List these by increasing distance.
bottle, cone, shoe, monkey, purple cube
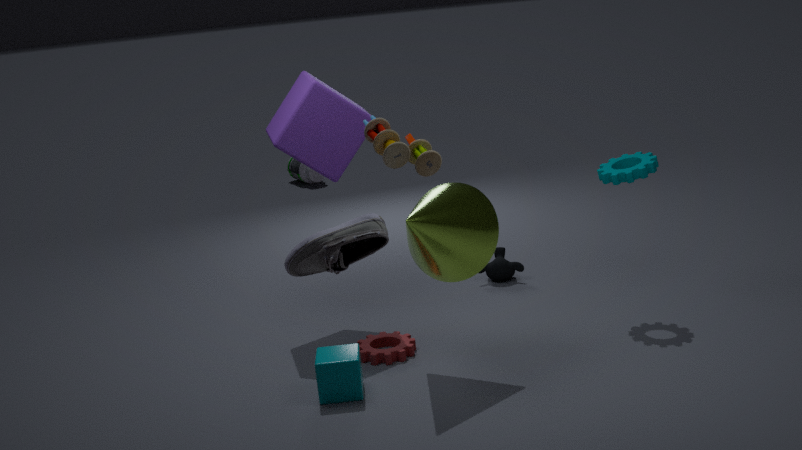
shoe → cone → purple cube → monkey → bottle
